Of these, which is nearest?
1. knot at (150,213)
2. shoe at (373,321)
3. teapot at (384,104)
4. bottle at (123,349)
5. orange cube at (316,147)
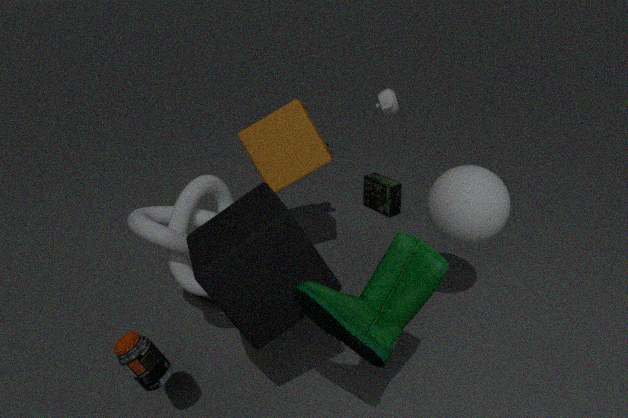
shoe at (373,321)
